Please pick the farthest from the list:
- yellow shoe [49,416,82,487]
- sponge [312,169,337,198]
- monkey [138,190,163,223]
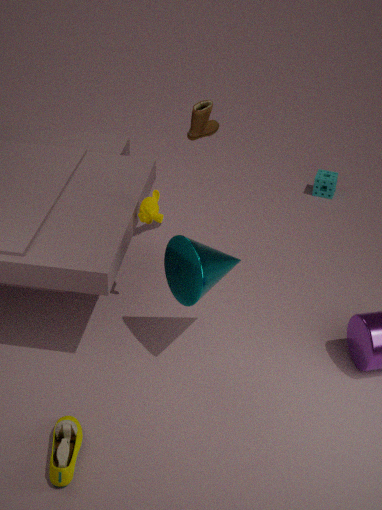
sponge [312,169,337,198]
